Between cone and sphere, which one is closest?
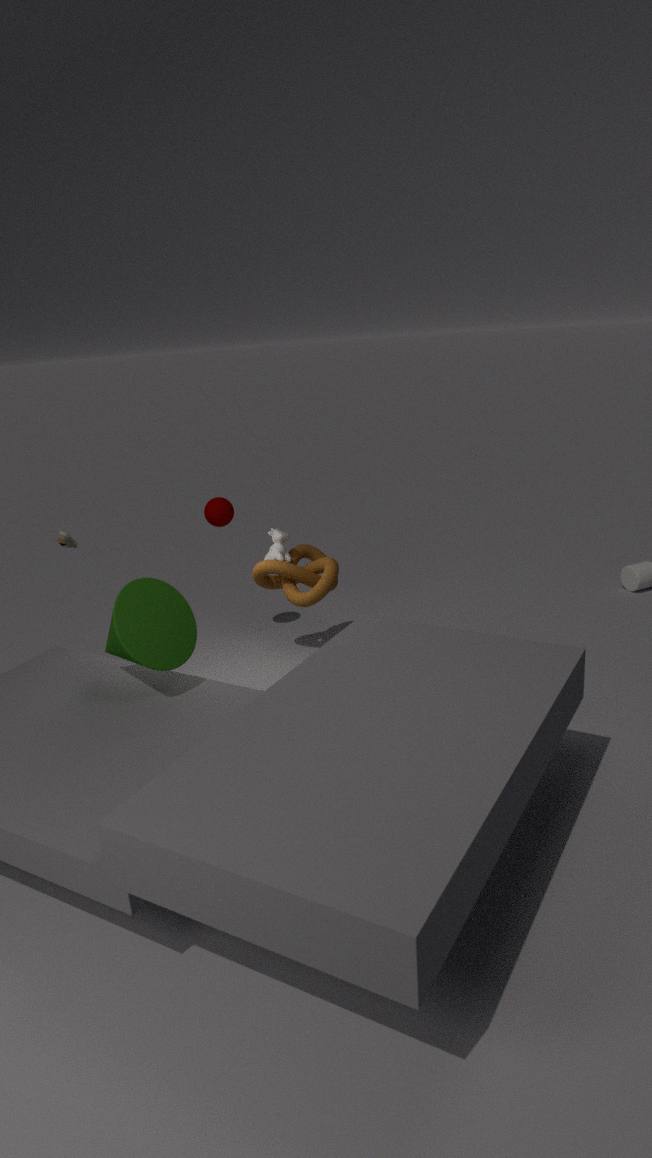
cone
